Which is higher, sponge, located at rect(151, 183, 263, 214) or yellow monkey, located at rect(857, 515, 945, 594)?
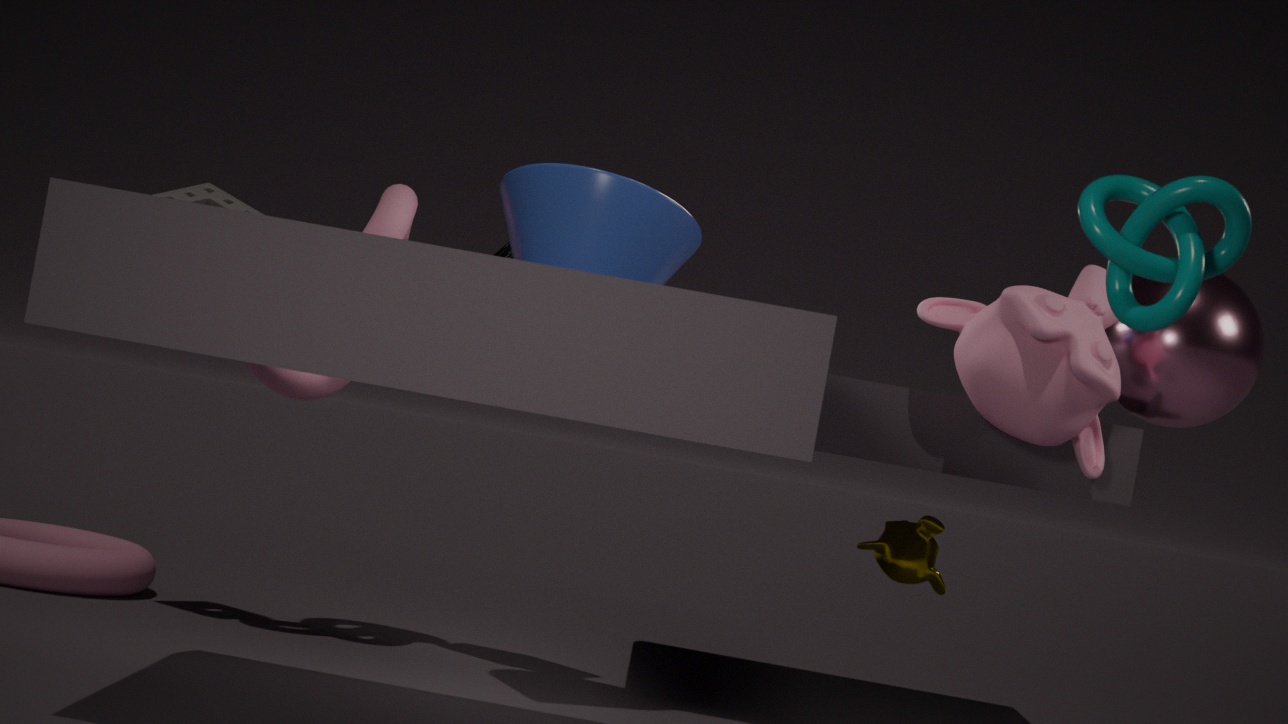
sponge, located at rect(151, 183, 263, 214)
